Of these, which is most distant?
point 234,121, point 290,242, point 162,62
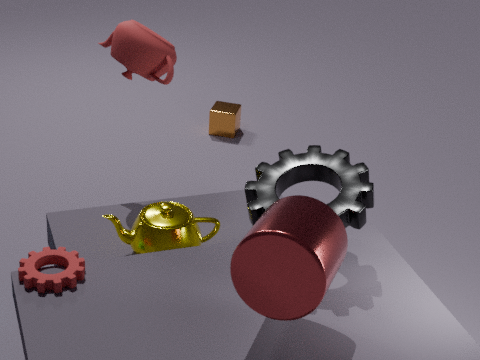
point 234,121
